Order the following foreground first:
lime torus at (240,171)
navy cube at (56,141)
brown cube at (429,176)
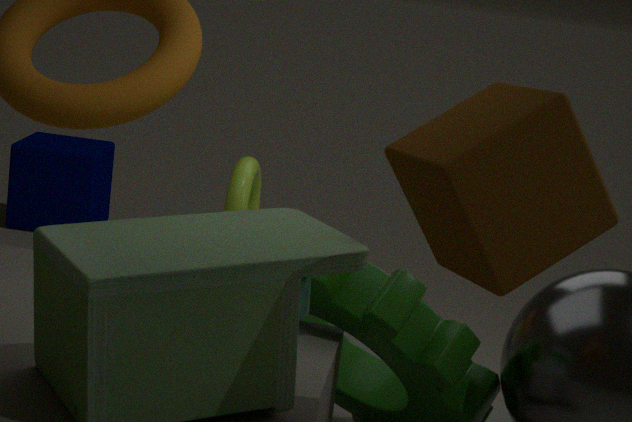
brown cube at (429,176) → lime torus at (240,171) → navy cube at (56,141)
